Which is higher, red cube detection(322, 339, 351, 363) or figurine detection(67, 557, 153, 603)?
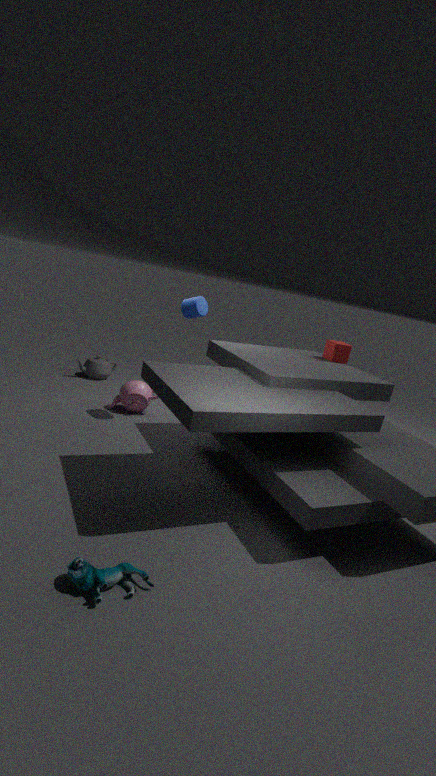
red cube detection(322, 339, 351, 363)
